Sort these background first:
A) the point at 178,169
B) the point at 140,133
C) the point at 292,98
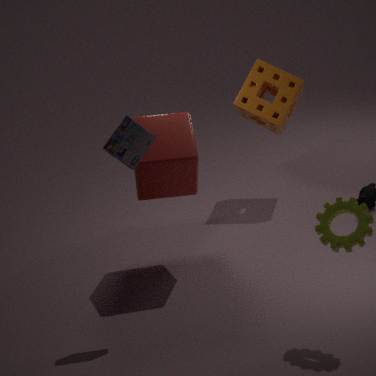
1. the point at 292,98
2. the point at 178,169
3. the point at 140,133
